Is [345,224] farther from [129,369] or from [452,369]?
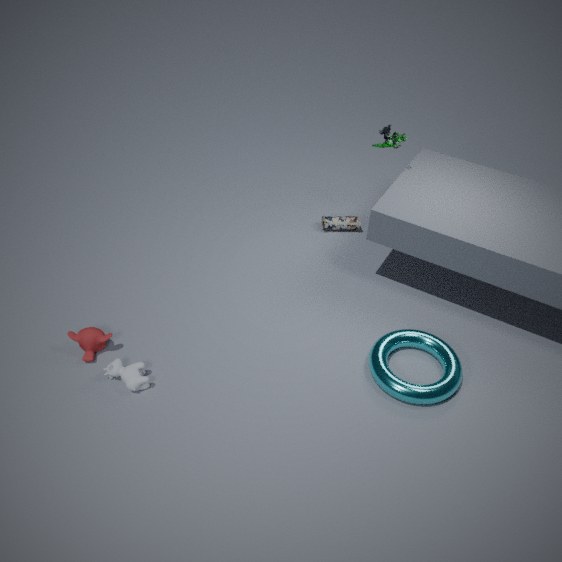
[129,369]
